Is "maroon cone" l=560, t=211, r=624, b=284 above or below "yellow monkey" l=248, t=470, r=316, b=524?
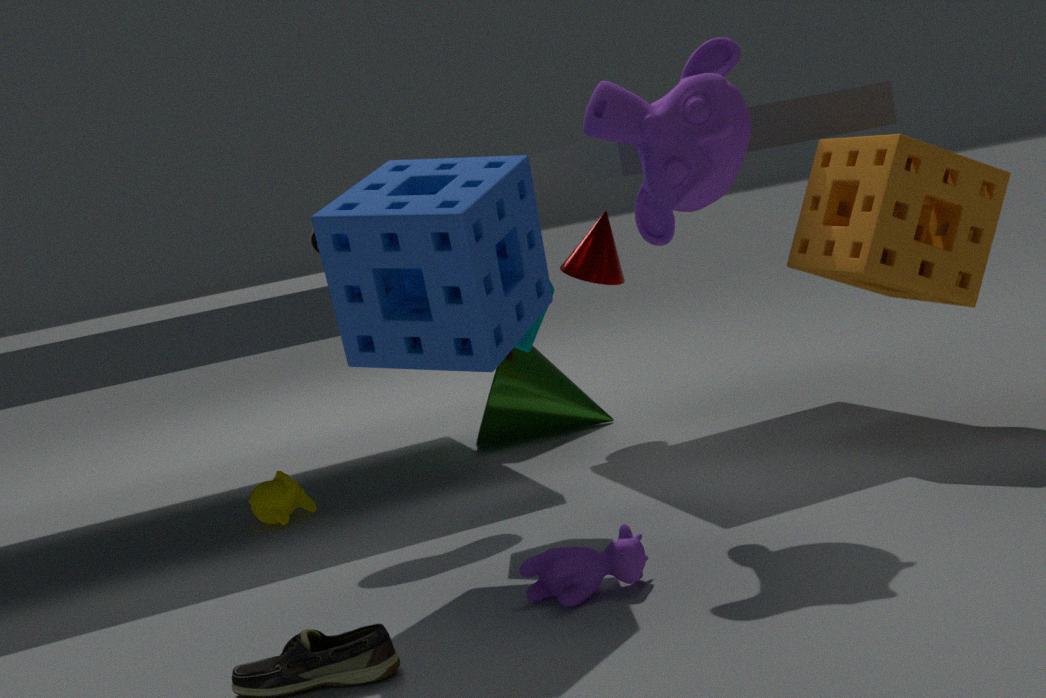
above
